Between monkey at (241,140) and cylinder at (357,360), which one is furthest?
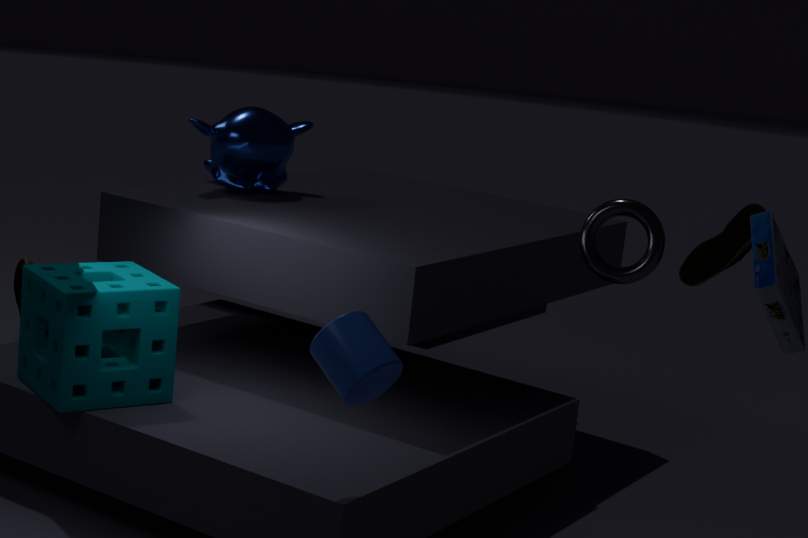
monkey at (241,140)
